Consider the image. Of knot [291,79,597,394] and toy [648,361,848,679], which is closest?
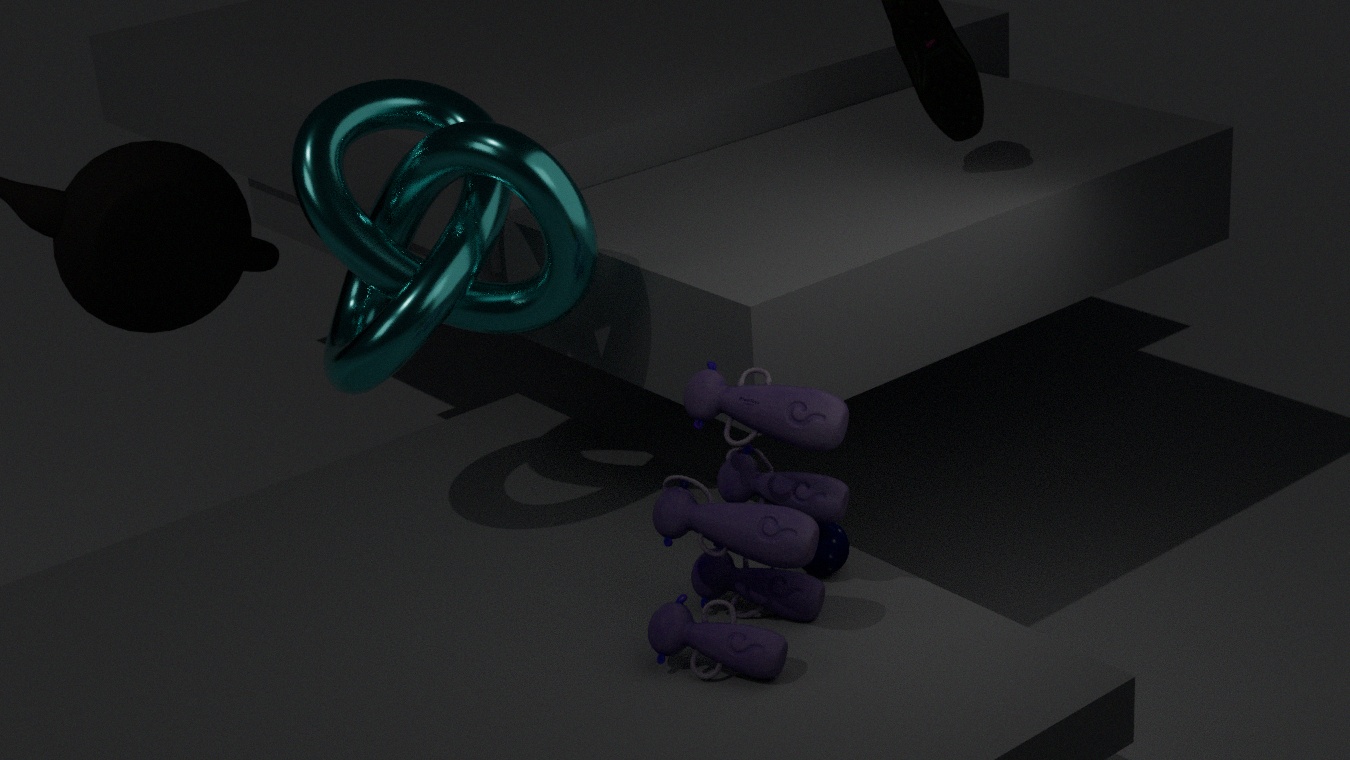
toy [648,361,848,679]
